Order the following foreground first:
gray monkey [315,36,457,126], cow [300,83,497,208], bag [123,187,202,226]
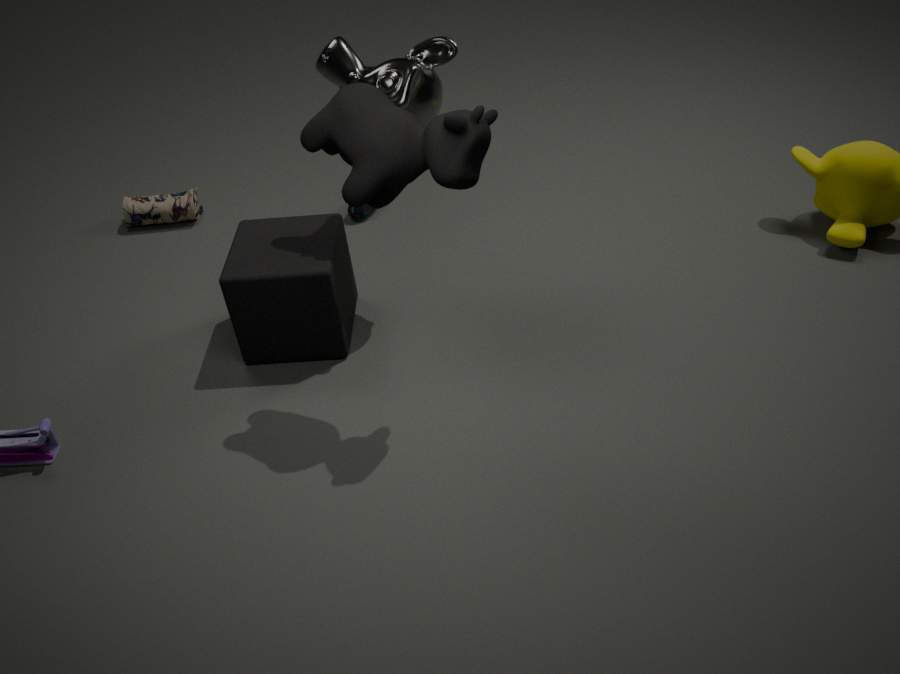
1. cow [300,83,497,208]
2. gray monkey [315,36,457,126]
3. bag [123,187,202,226]
